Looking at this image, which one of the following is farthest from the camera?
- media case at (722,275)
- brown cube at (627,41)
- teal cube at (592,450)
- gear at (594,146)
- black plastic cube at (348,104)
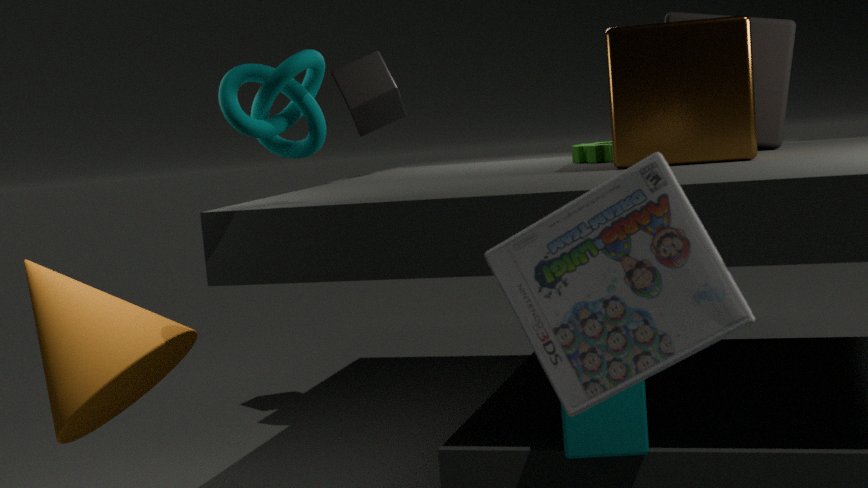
black plastic cube at (348,104)
